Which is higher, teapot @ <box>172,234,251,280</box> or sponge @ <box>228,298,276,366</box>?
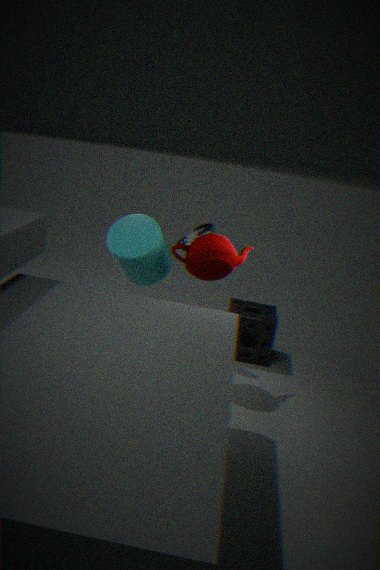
teapot @ <box>172,234,251,280</box>
